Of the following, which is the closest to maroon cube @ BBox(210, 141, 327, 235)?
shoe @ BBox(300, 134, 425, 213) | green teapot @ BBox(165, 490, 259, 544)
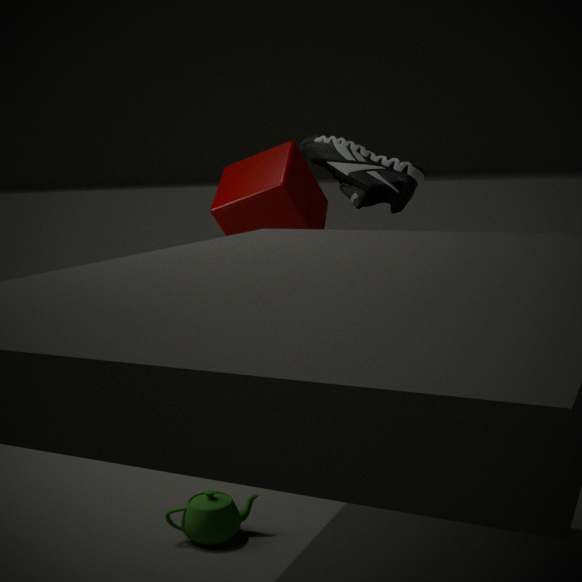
shoe @ BBox(300, 134, 425, 213)
